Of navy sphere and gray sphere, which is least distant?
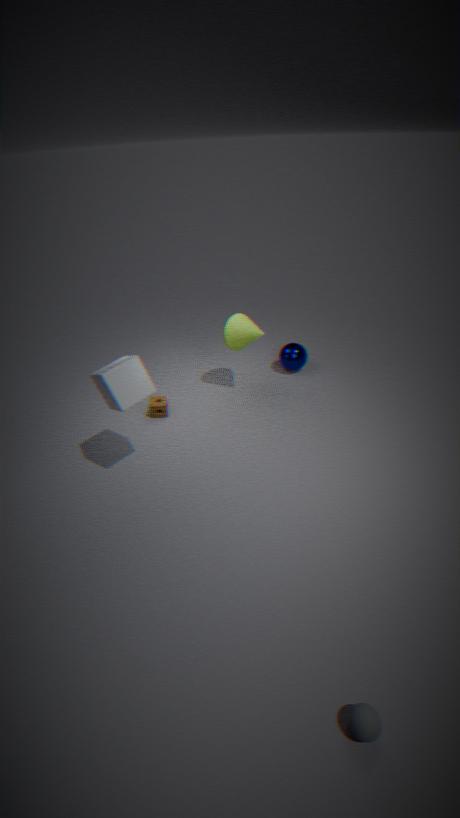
gray sphere
